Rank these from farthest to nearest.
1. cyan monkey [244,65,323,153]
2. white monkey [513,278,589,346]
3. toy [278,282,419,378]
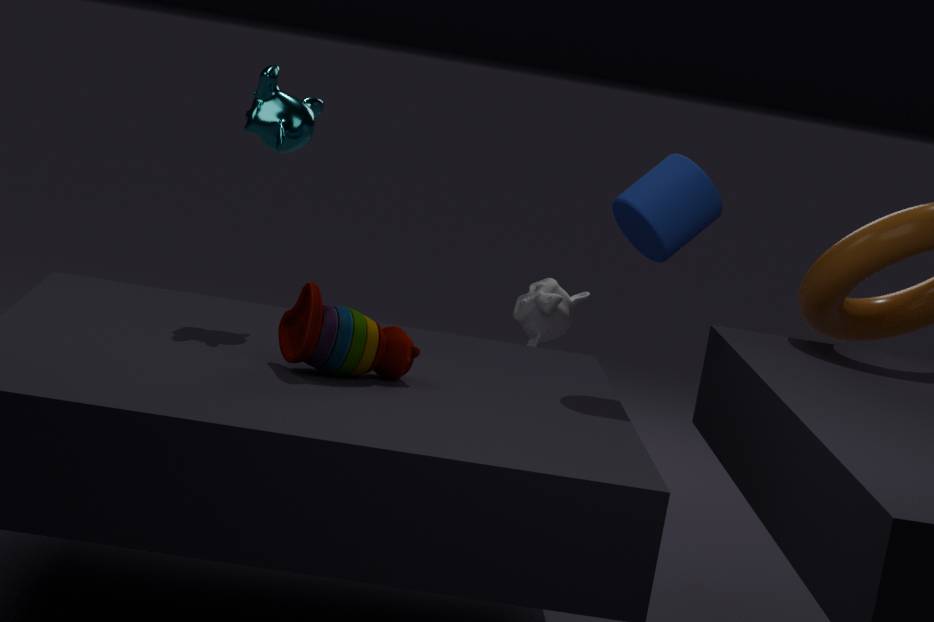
white monkey [513,278,589,346] < cyan monkey [244,65,323,153] < toy [278,282,419,378]
